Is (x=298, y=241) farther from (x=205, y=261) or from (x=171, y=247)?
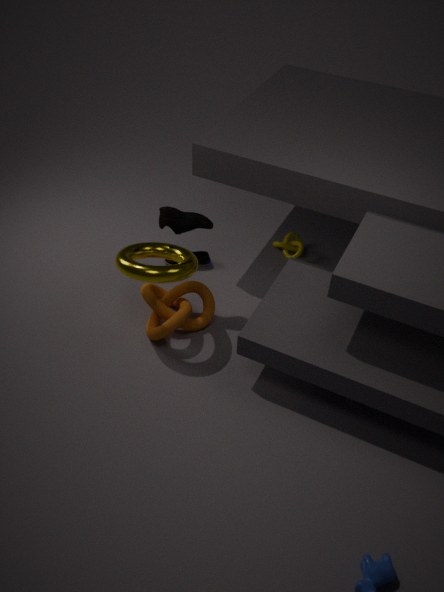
(x=171, y=247)
